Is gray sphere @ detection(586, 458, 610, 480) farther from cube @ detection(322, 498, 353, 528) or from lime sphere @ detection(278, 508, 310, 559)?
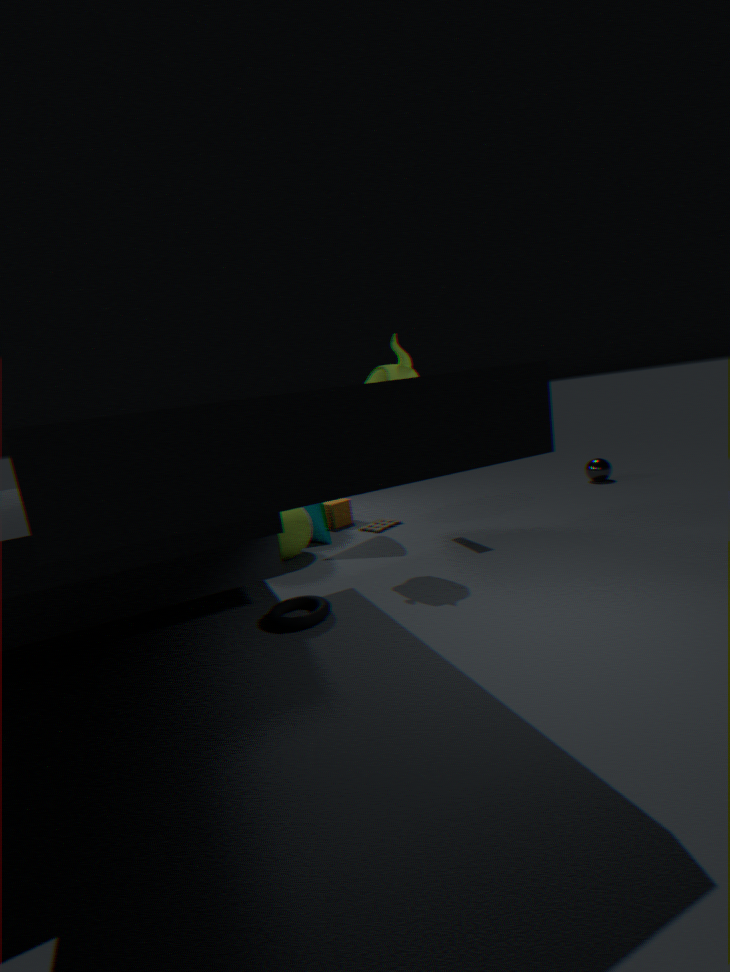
lime sphere @ detection(278, 508, 310, 559)
